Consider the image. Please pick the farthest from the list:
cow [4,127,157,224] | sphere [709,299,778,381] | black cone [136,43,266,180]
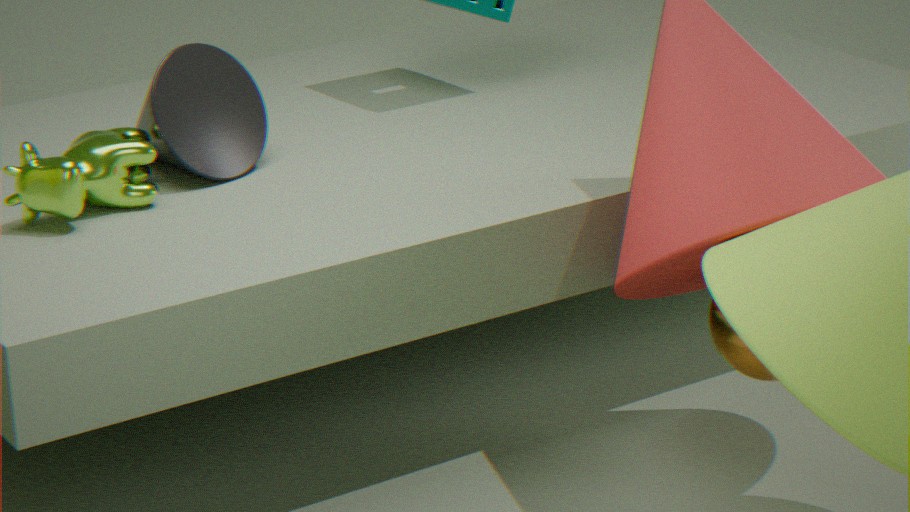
black cone [136,43,266,180]
